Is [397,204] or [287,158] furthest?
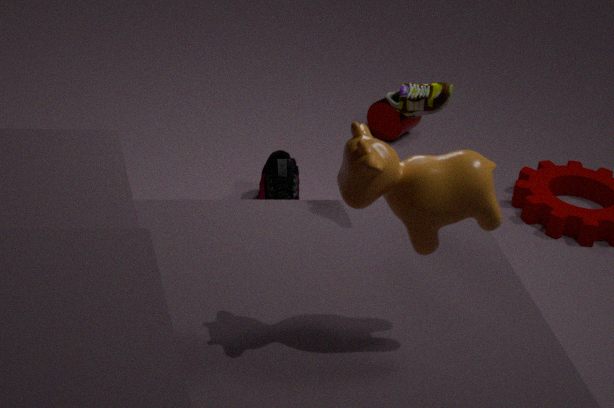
[287,158]
